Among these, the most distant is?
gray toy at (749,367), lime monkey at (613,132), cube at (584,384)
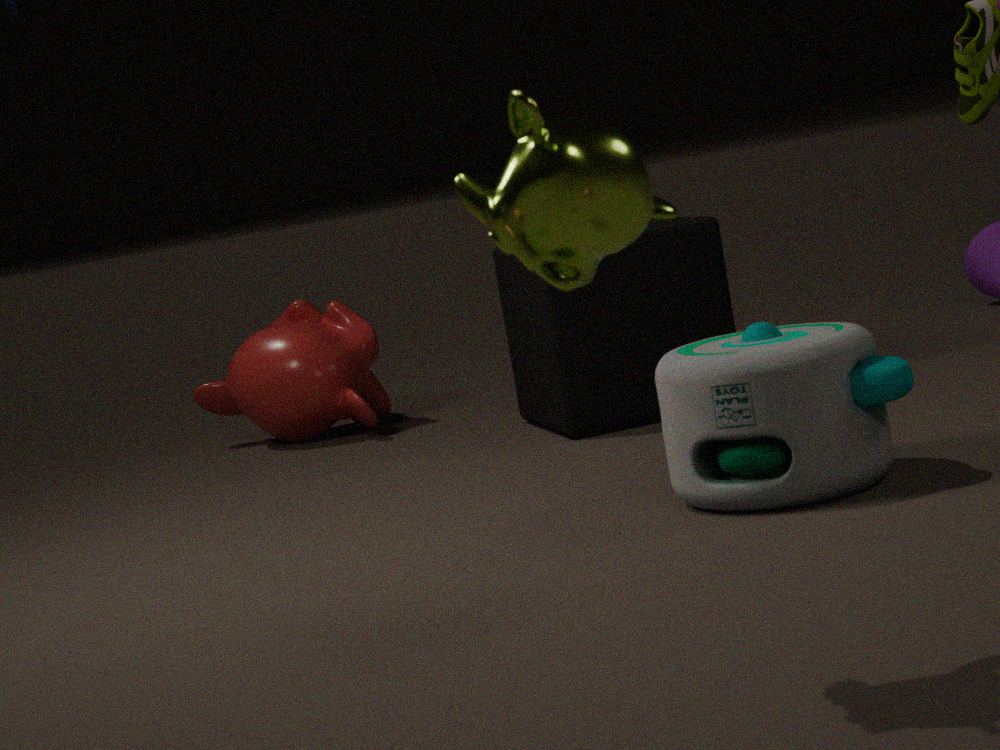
cube at (584,384)
